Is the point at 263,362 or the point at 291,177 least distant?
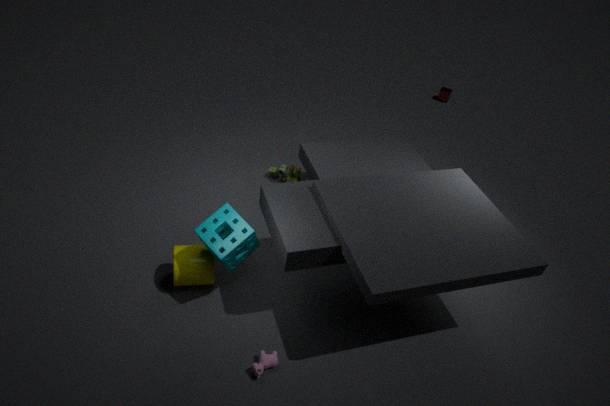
the point at 263,362
